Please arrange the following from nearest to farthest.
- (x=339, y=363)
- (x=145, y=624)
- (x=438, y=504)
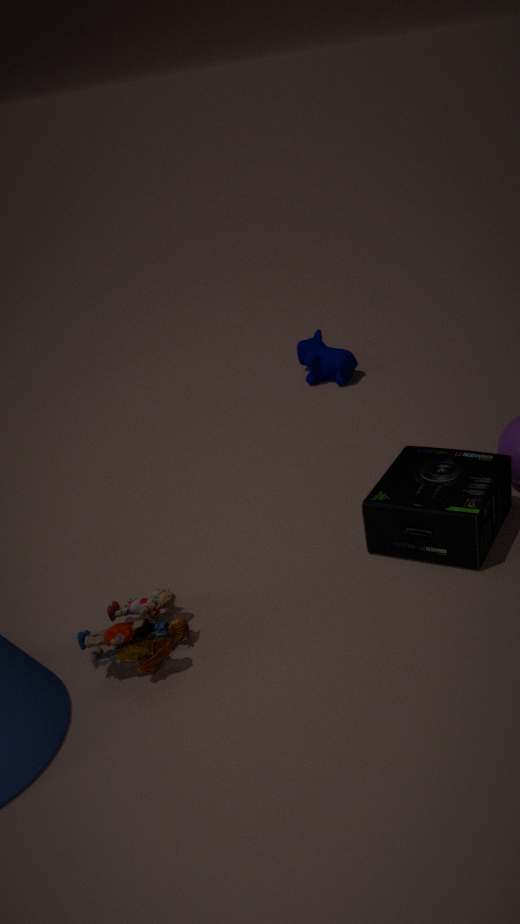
(x=145, y=624) < (x=438, y=504) < (x=339, y=363)
